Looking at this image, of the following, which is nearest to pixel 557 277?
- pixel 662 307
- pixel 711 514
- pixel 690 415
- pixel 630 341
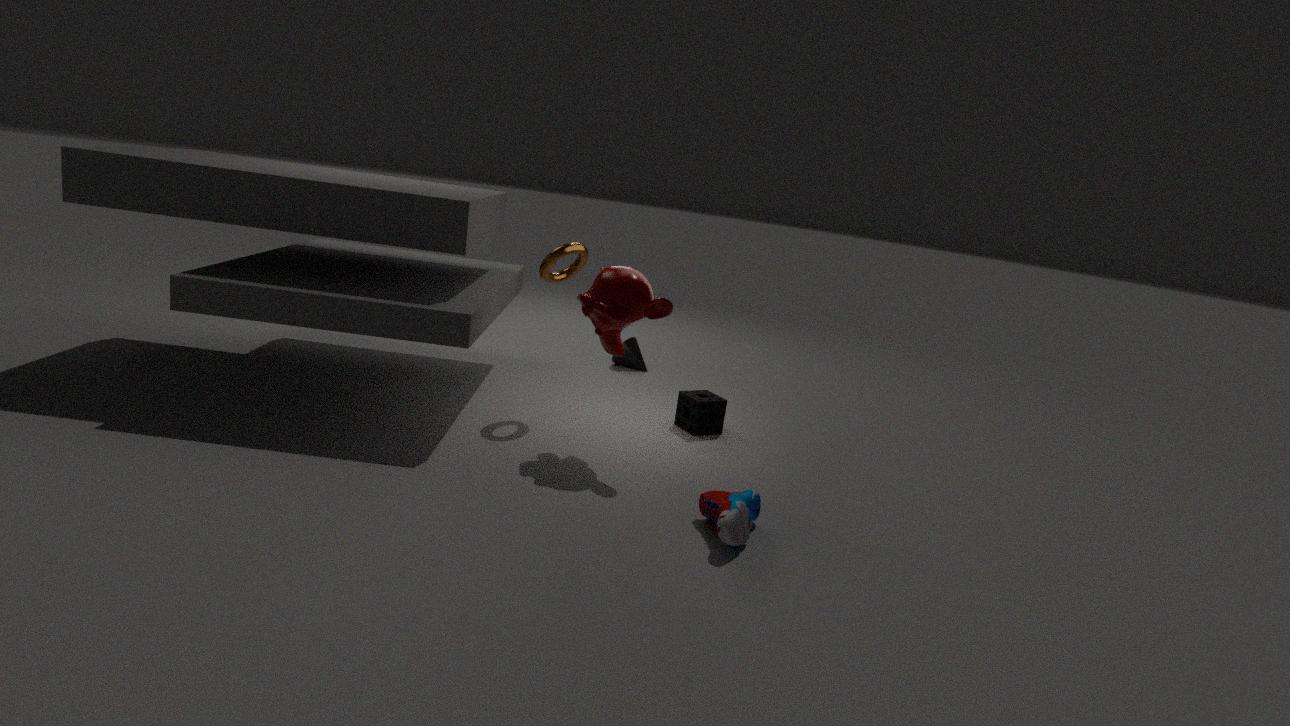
pixel 662 307
